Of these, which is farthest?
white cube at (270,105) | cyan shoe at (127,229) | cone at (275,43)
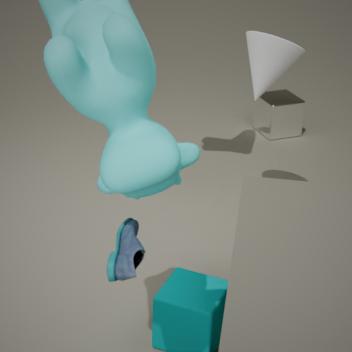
white cube at (270,105)
